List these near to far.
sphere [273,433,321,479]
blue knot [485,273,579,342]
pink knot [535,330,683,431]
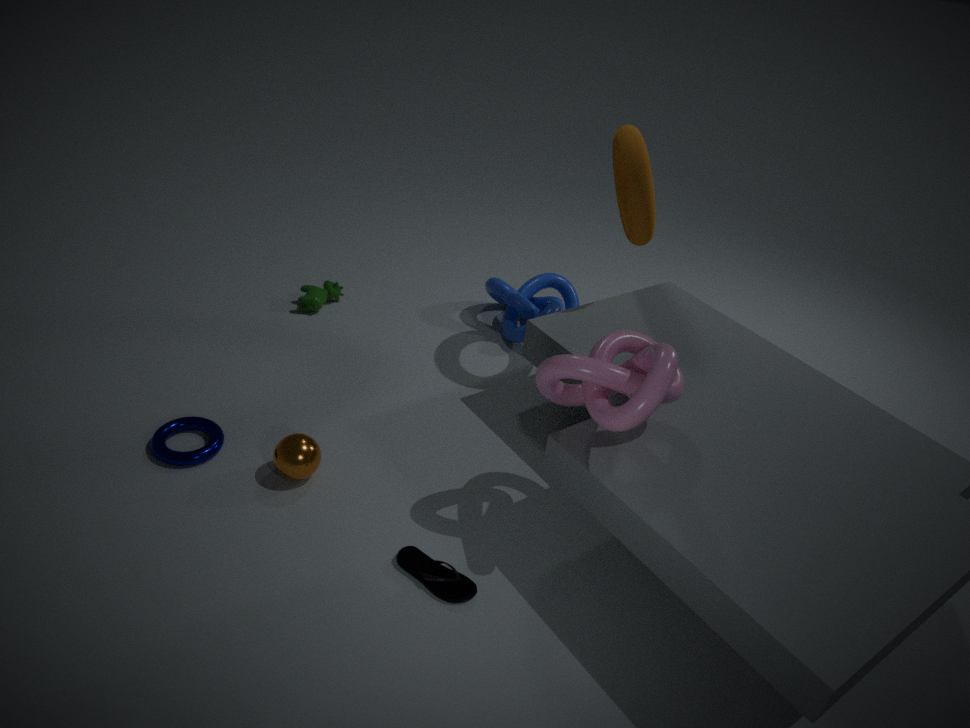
1. pink knot [535,330,683,431]
2. sphere [273,433,321,479]
3. blue knot [485,273,579,342]
